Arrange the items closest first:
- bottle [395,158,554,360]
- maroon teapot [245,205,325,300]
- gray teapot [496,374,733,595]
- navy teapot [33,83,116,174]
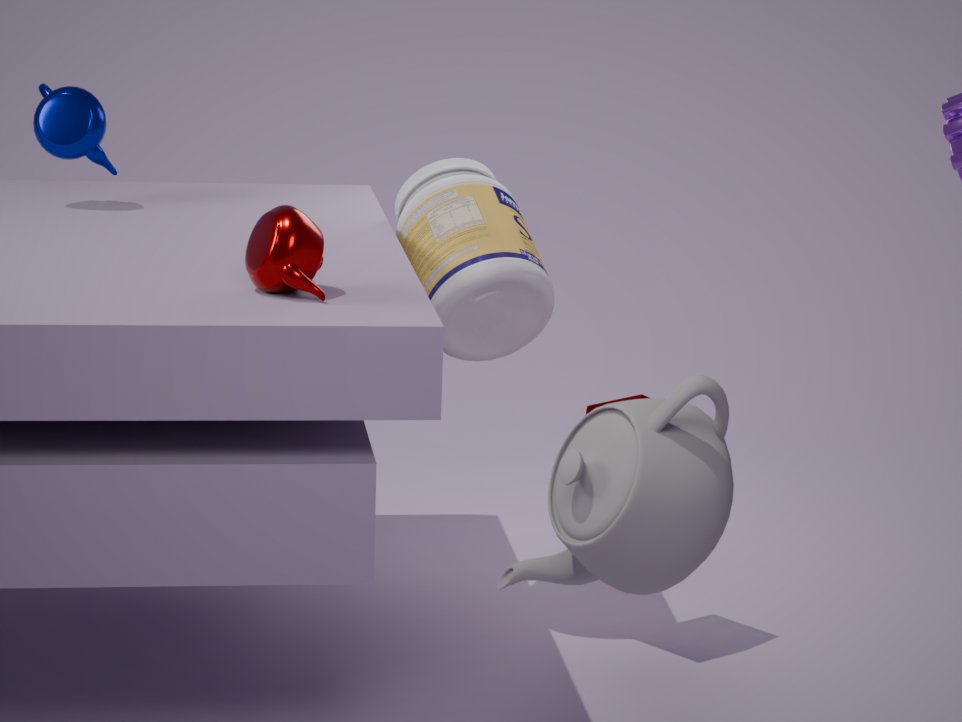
gray teapot [496,374,733,595] → maroon teapot [245,205,325,300] → bottle [395,158,554,360] → navy teapot [33,83,116,174]
